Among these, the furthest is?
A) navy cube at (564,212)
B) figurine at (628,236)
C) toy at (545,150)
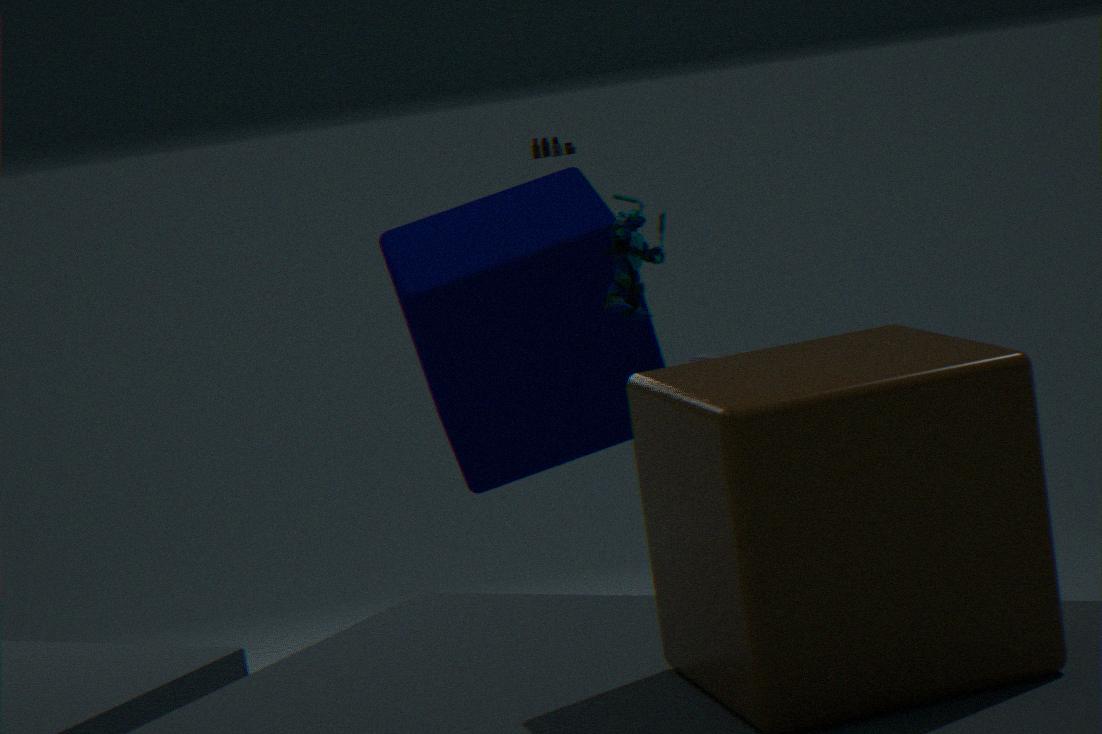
toy at (545,150)
